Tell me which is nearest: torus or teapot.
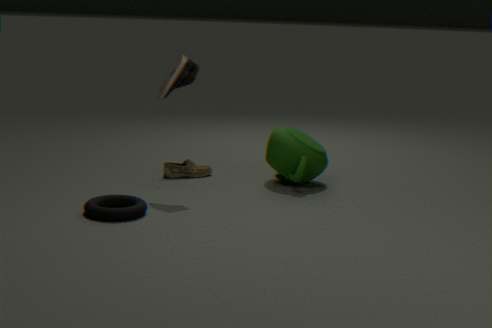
torus
